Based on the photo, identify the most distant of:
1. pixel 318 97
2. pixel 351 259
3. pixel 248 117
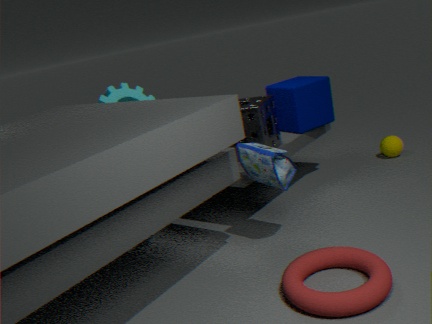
pixel 318 97
